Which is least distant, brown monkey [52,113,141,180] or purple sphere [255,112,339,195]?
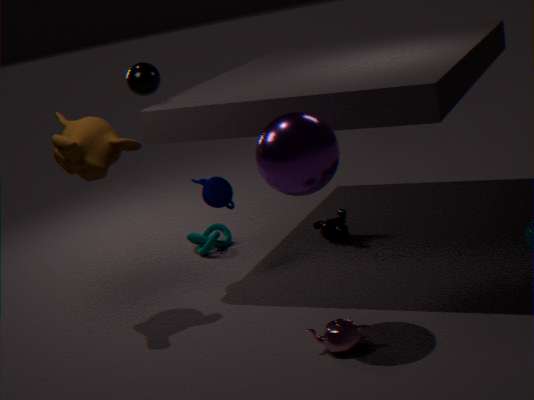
purple sphere [255,112,339,195]
